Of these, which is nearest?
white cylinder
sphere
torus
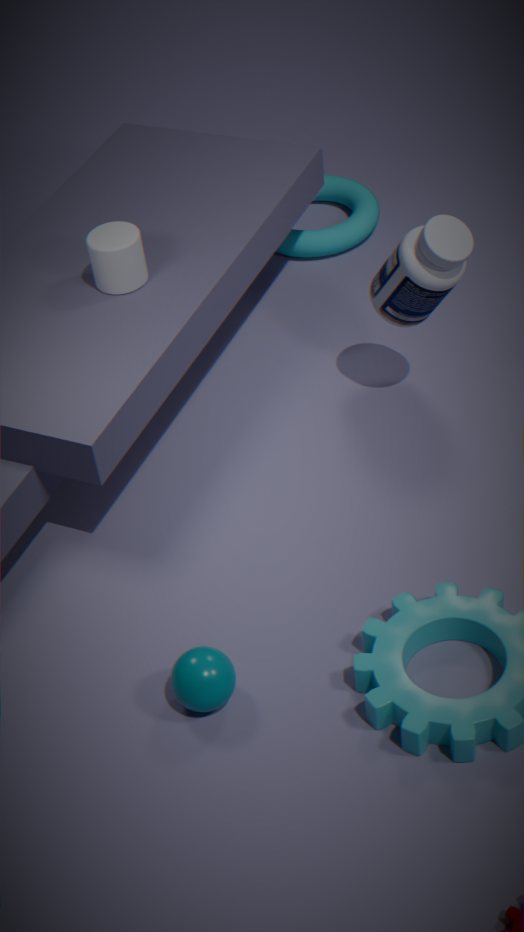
sphere
